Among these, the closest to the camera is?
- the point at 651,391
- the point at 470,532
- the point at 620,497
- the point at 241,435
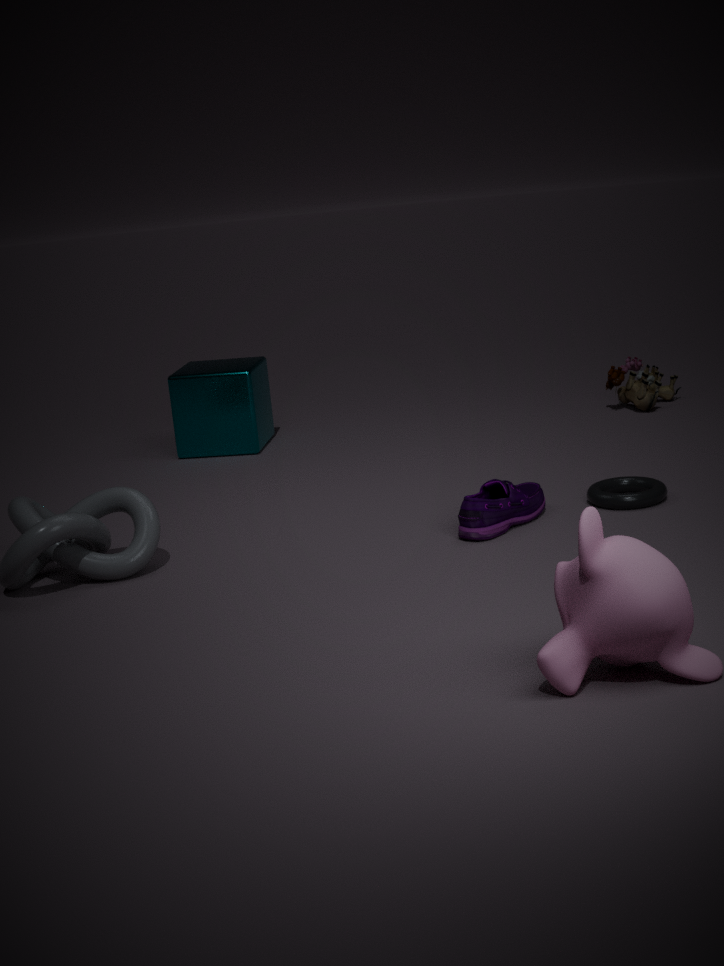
the point at 470,532
